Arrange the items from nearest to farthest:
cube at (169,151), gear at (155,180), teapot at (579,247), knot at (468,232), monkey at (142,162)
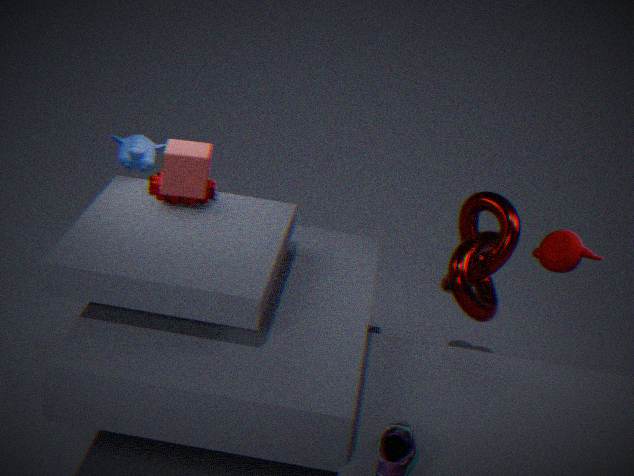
teapot at (579,247)
cube at (169,151)
knot at (468,232)
gear at (155,180)
monkey at (142,162)
